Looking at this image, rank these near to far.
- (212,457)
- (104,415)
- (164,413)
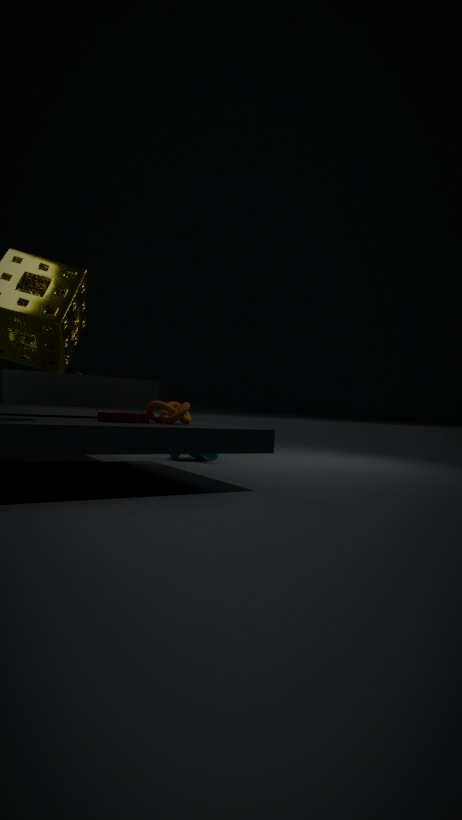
(104,415), (164,413), (212,457)
